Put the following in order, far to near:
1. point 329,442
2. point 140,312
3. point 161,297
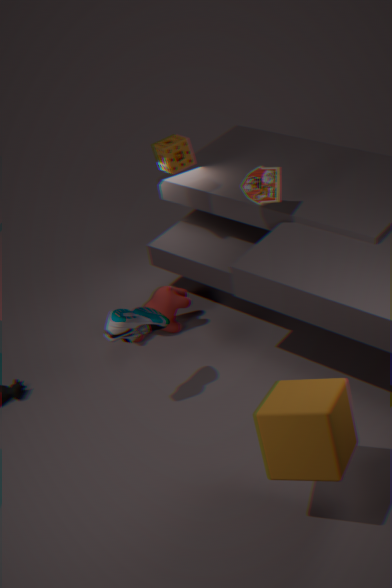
point 161,297
point 140,312
point 329,442
